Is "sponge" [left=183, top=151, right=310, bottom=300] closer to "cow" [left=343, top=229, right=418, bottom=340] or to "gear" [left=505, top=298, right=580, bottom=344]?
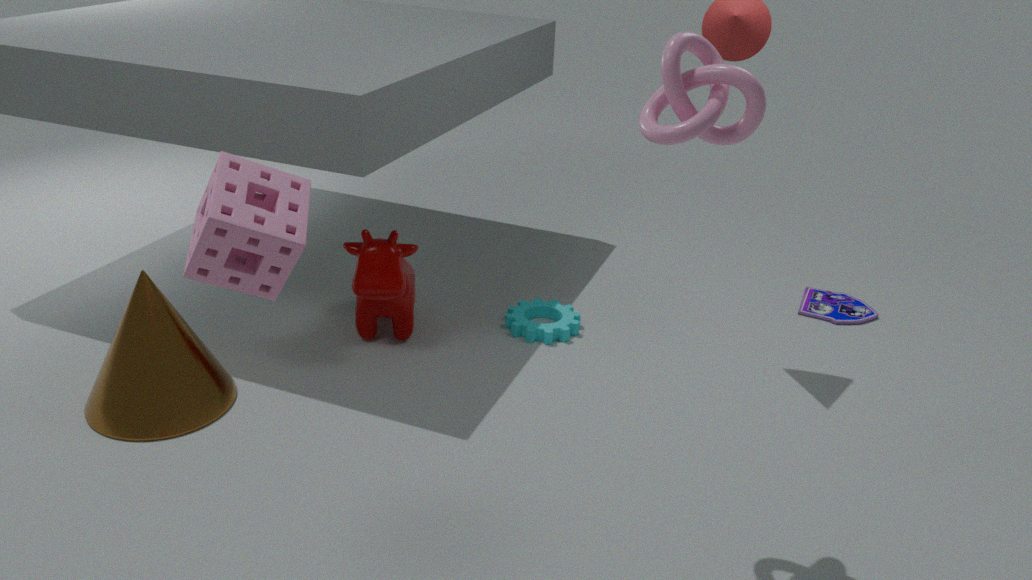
"cow" [left=343, top=229, right=418, bottom=340]
